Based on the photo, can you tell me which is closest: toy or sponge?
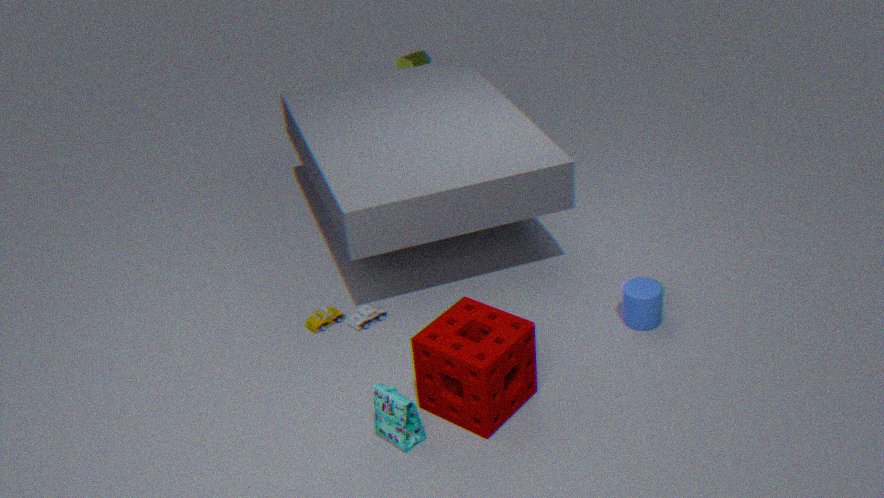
sponge
